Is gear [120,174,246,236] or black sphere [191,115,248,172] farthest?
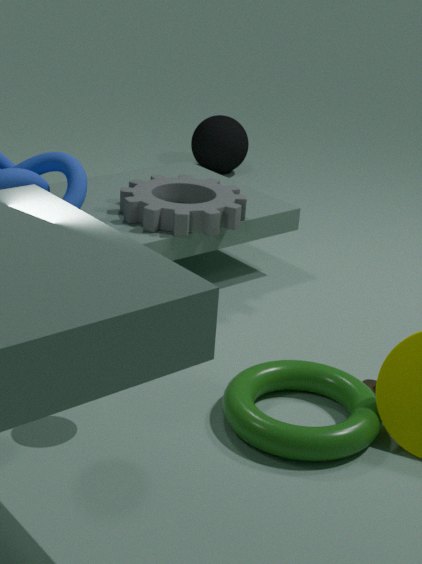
black sphere [191,115,248,172]
